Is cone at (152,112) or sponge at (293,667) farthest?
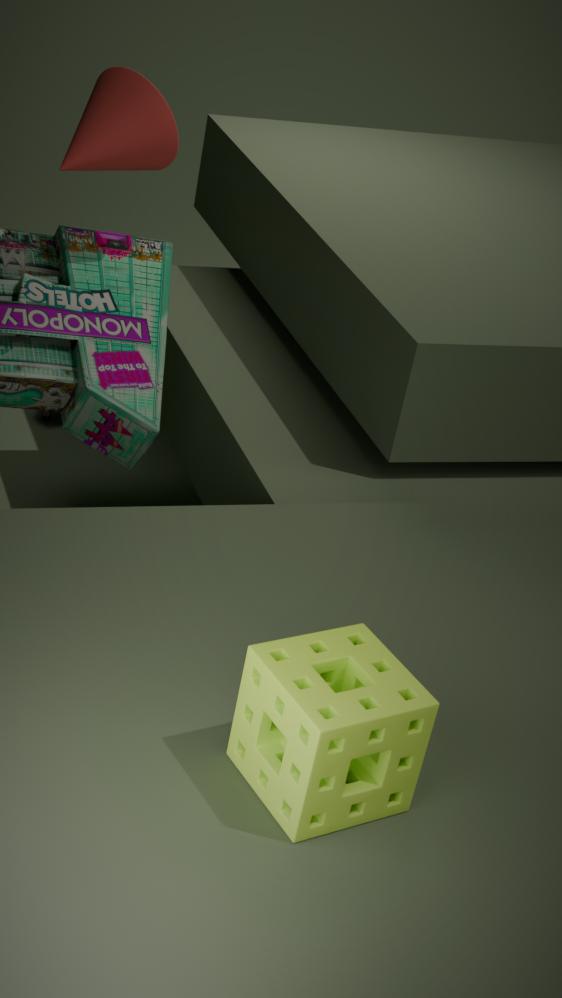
cone at (152,112)
